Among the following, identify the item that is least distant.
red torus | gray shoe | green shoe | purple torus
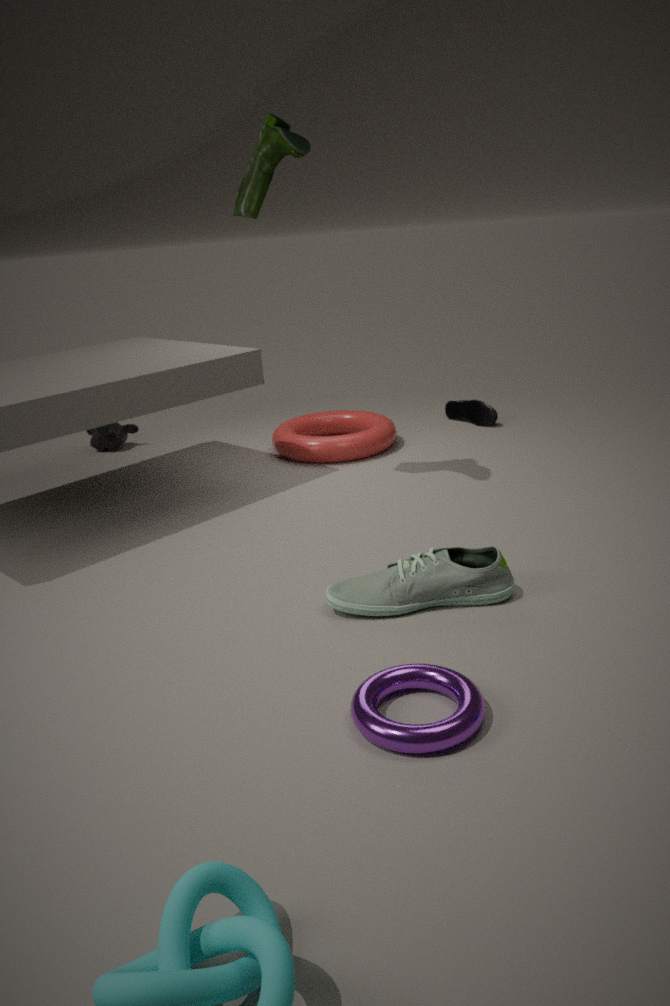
purple torus
